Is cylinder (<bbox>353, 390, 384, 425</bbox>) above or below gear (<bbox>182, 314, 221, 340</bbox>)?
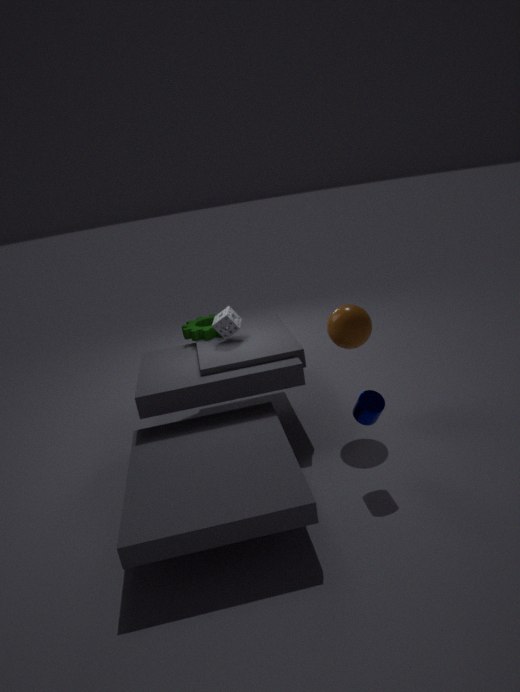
below
